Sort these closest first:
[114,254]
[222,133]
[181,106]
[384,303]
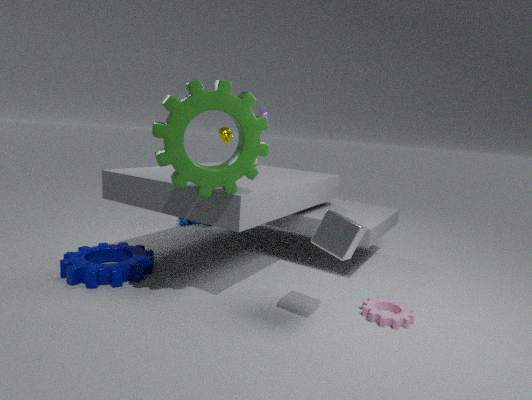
[181,106]
[384,303]
[114,254]
[222,133]
